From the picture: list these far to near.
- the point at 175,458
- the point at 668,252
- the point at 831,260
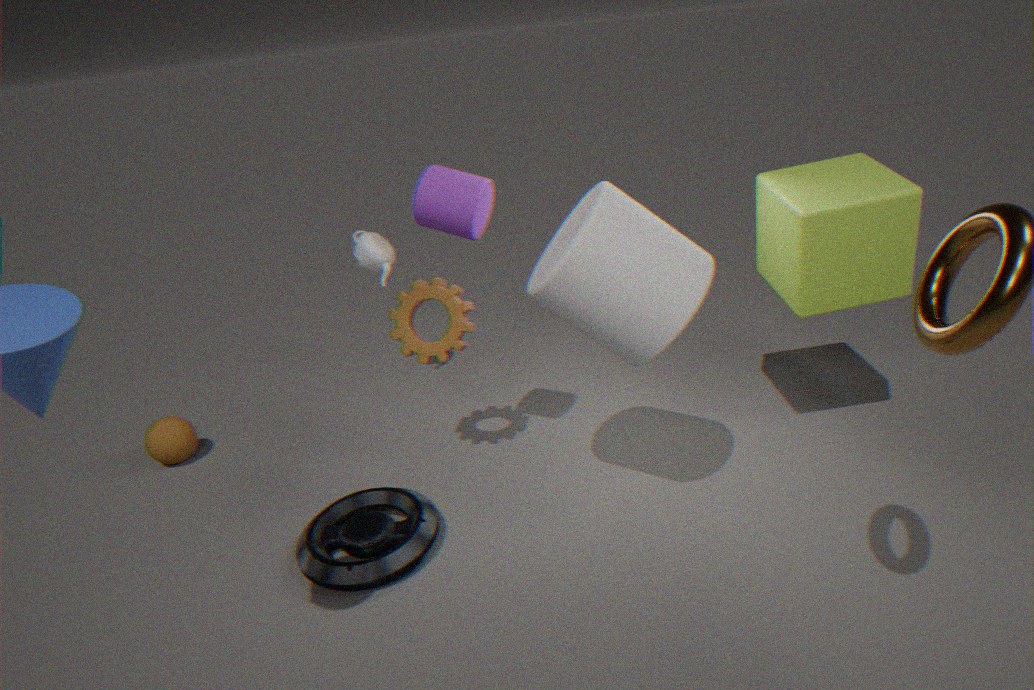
the point at 175,458 < the point at 831,260 < the point at 668,252
